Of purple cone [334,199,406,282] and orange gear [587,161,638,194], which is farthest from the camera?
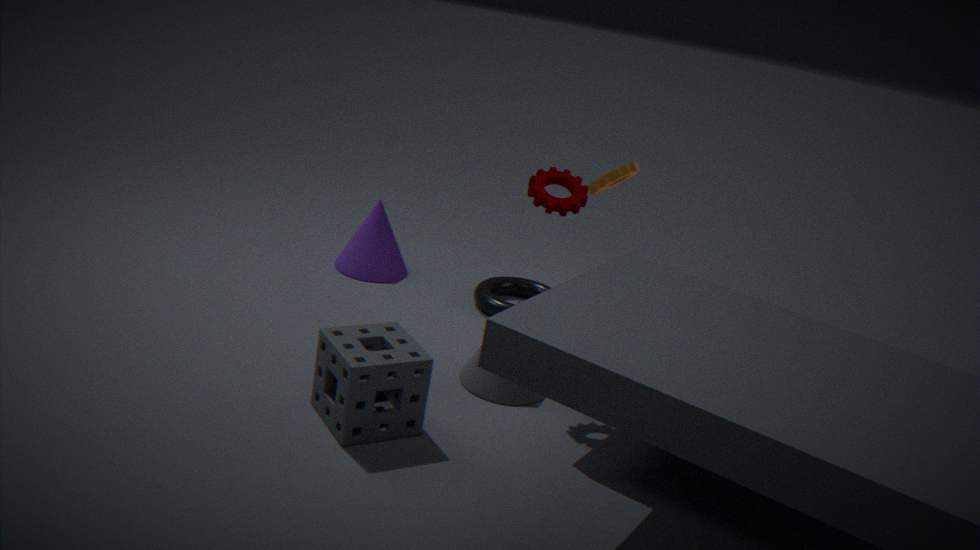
purple cone [334,199,406,282]
